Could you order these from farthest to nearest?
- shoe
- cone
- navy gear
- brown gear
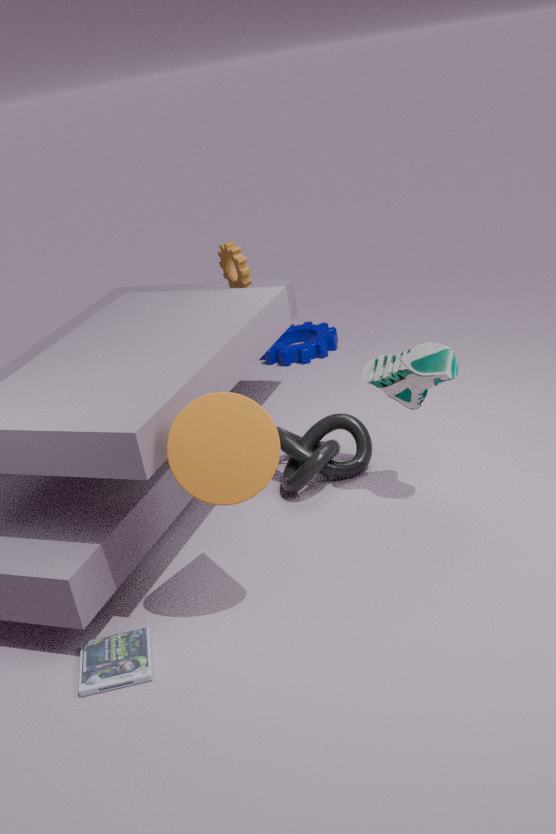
navy gear < brown gear < shoe < cone
